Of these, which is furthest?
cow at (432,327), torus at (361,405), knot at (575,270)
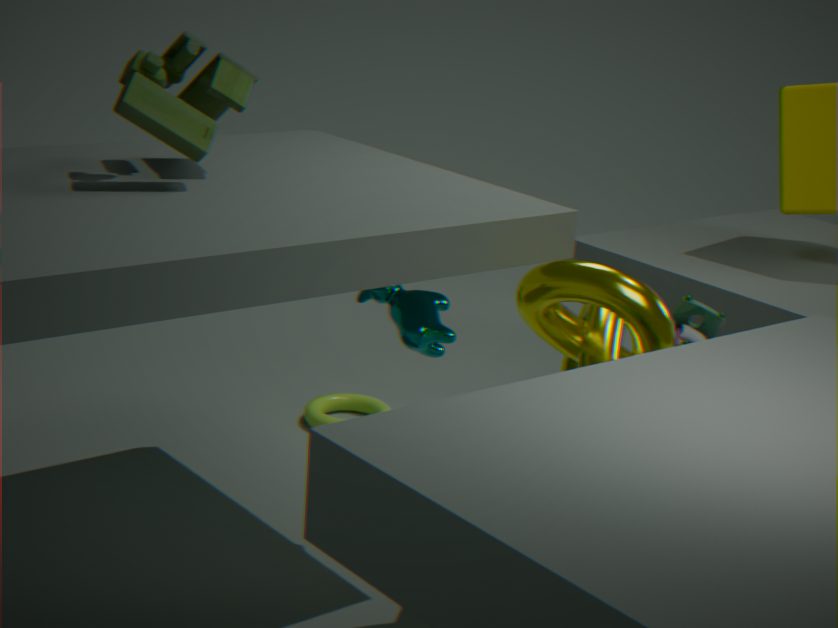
torus at (361,405)
